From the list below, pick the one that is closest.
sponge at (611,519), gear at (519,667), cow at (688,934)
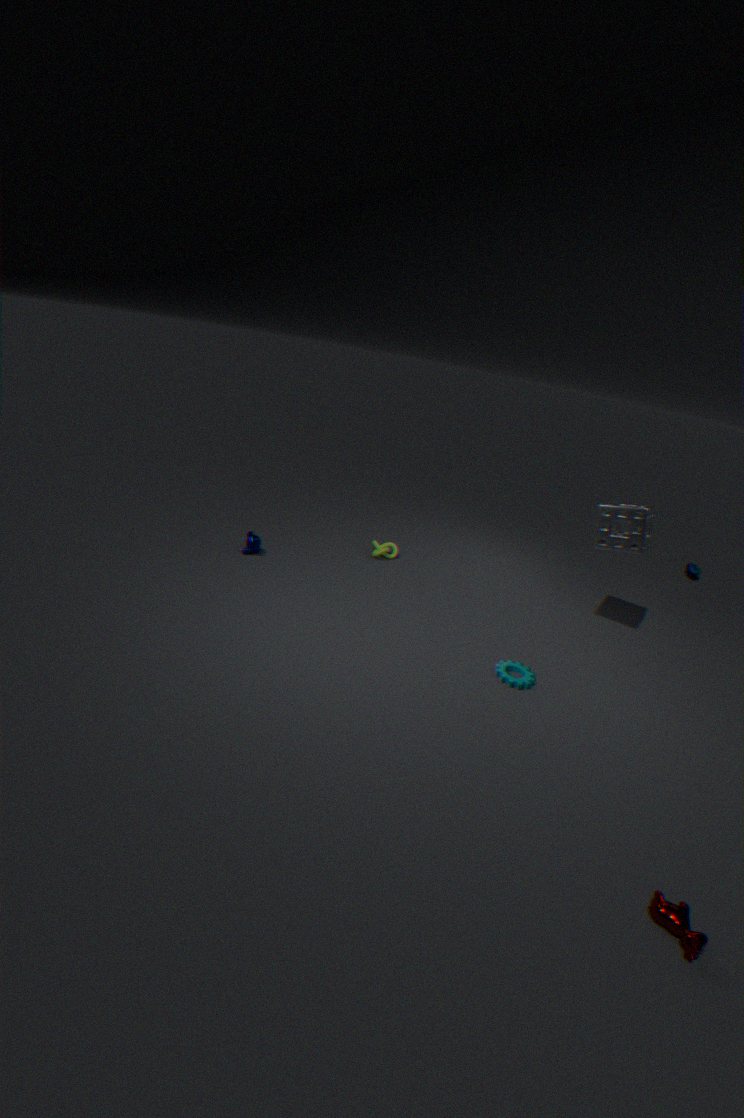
cow at (688,934)
